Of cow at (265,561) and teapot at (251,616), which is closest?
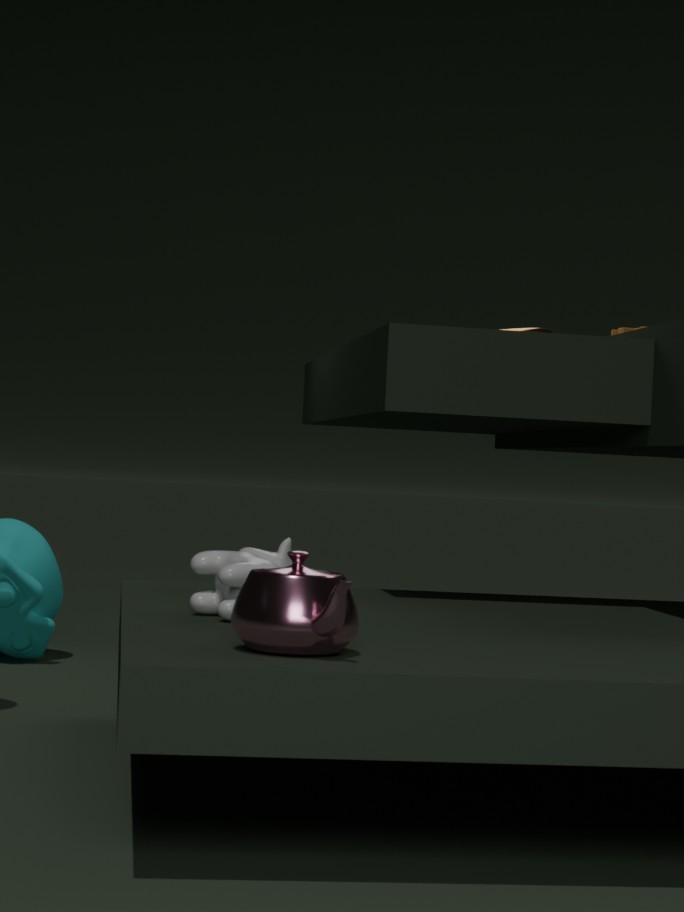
teapot at (251,616)
